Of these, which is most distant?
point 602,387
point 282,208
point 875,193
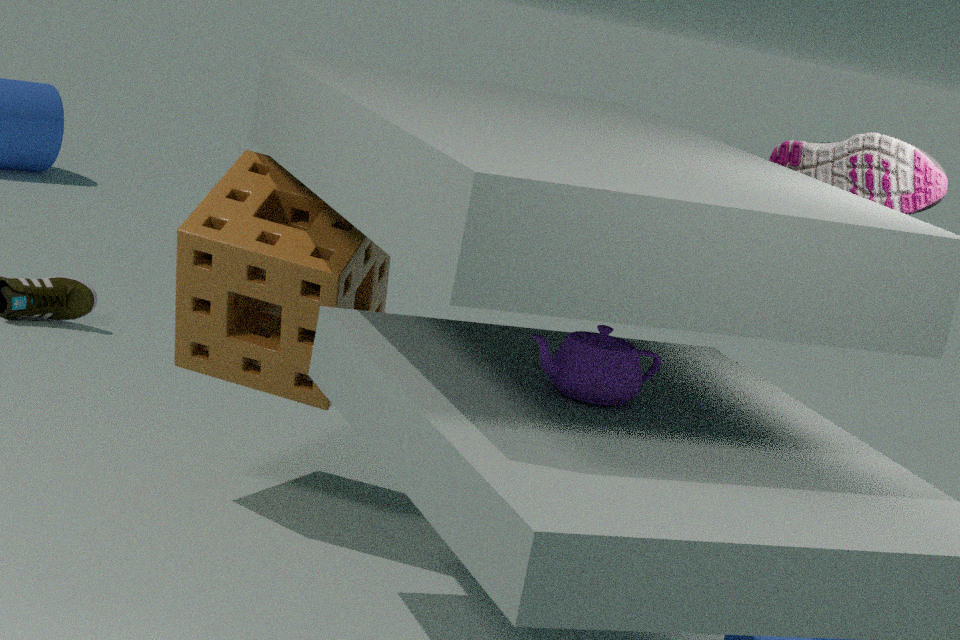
point 282,208
